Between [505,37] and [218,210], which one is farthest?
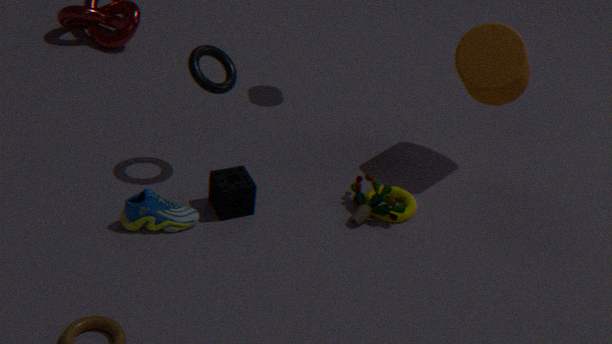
[505,37]
